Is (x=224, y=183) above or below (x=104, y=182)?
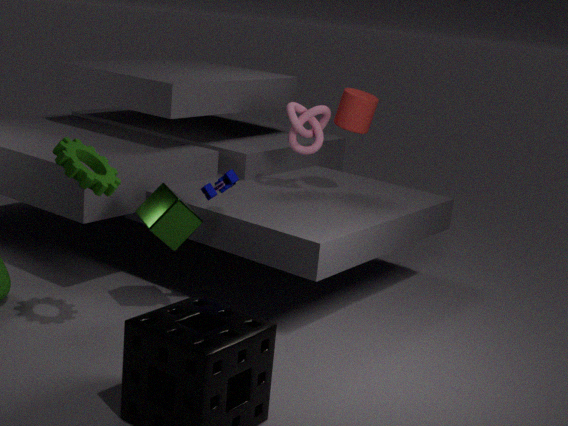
below
